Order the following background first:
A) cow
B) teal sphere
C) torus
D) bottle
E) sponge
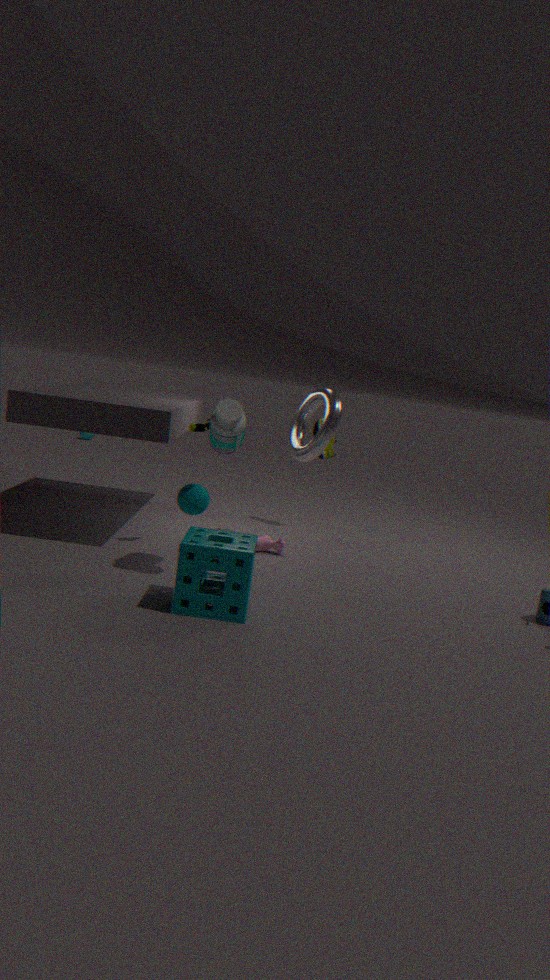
1. cow
2. torus
3. teal sphere
4. bottle
5. sponge
